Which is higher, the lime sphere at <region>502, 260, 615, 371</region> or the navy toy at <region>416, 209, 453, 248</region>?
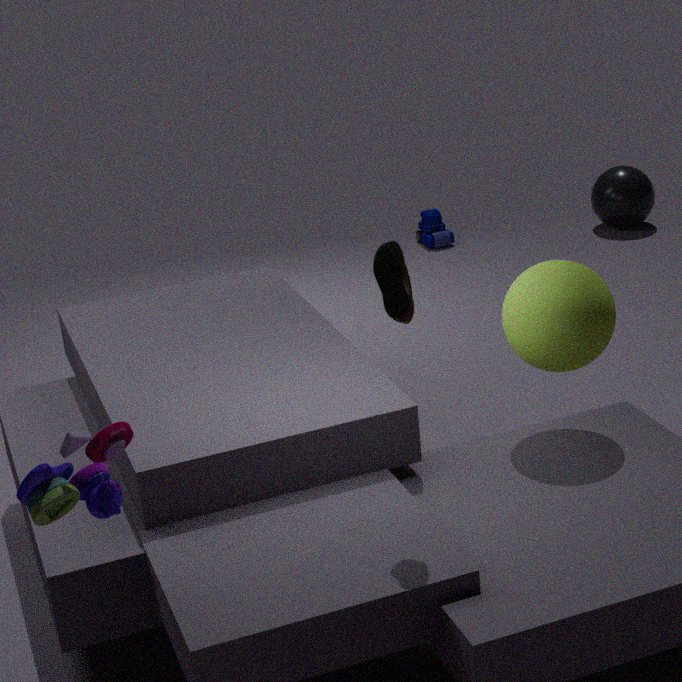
the lime sphere at <region>502, 260, 615, 371</region>
